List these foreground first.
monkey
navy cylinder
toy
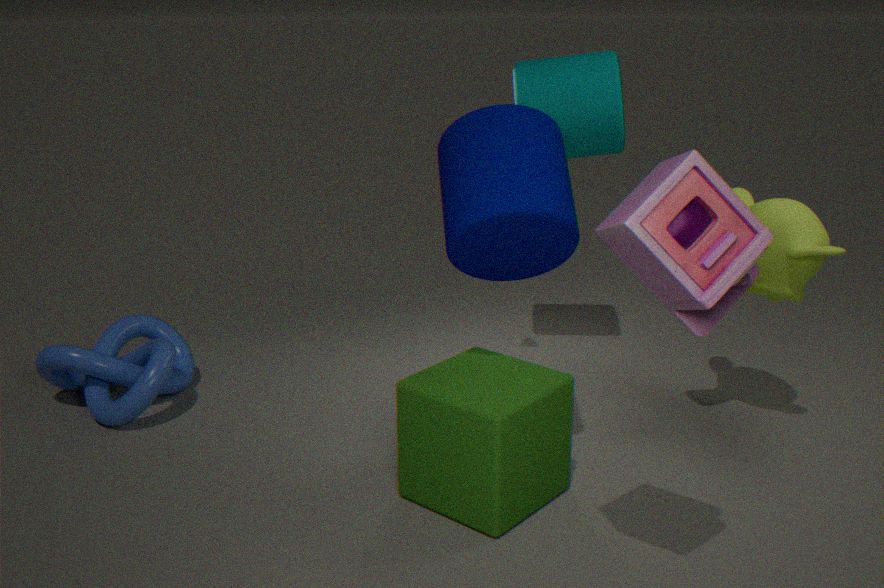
toy, navy cylinder, monkey
